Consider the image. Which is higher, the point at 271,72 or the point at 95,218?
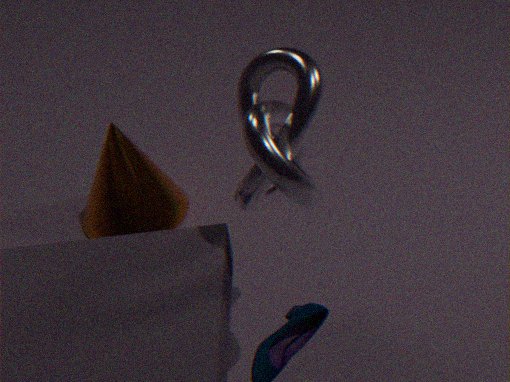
the point at 271,72
